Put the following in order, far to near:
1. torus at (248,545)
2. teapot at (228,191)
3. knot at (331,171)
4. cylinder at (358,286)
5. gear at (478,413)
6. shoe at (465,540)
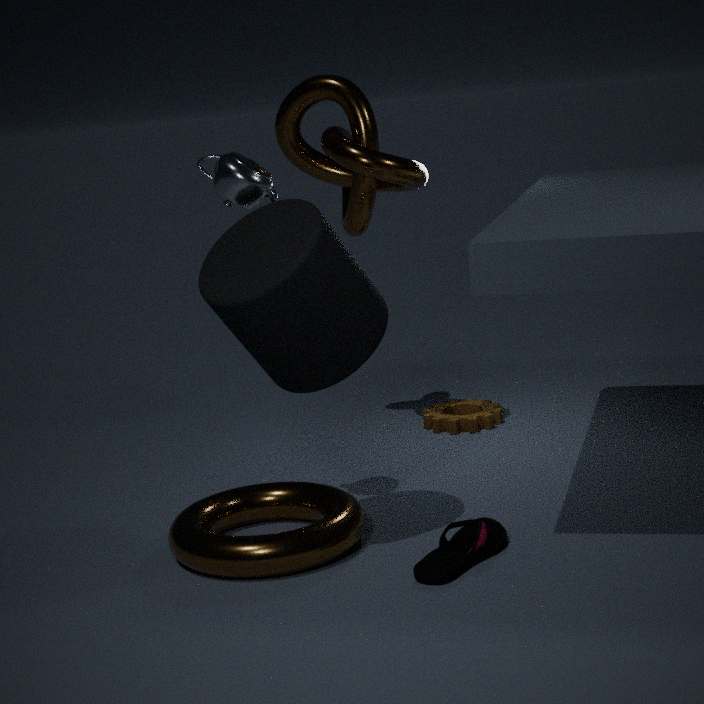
gear at (478,413) → knot at (331,171) → teapot at (228,191) → torus at (248,545) → shoe at (465,540) → cylinder at (358,286)
